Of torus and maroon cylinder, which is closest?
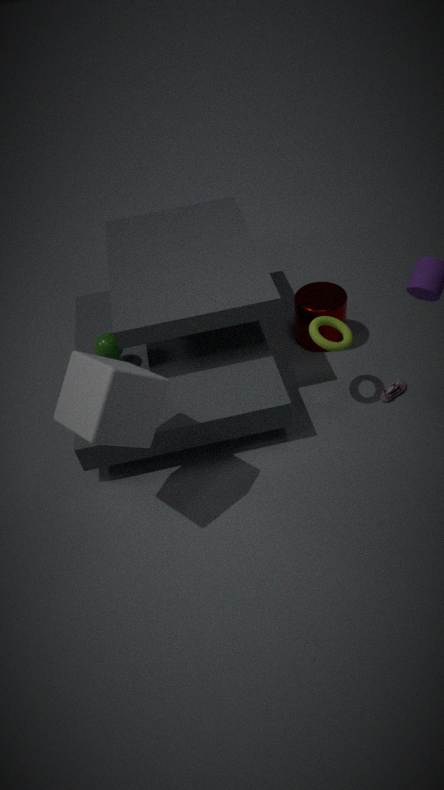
torus
